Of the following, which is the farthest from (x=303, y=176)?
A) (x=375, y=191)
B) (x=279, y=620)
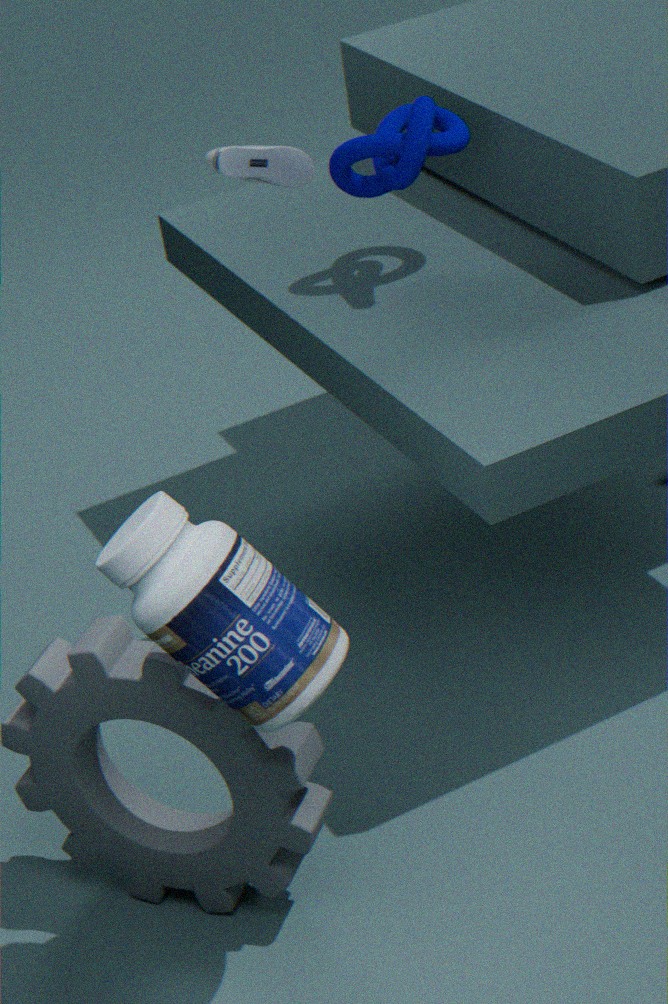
(x=279, y=620)
